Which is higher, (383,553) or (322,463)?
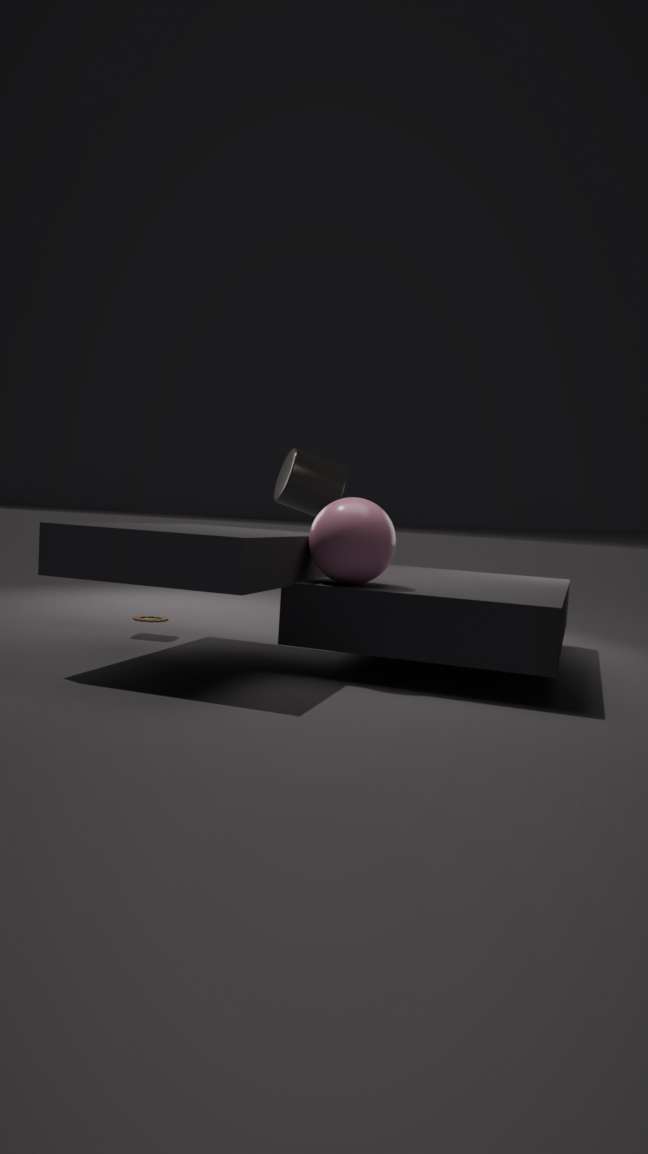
(322,463)
